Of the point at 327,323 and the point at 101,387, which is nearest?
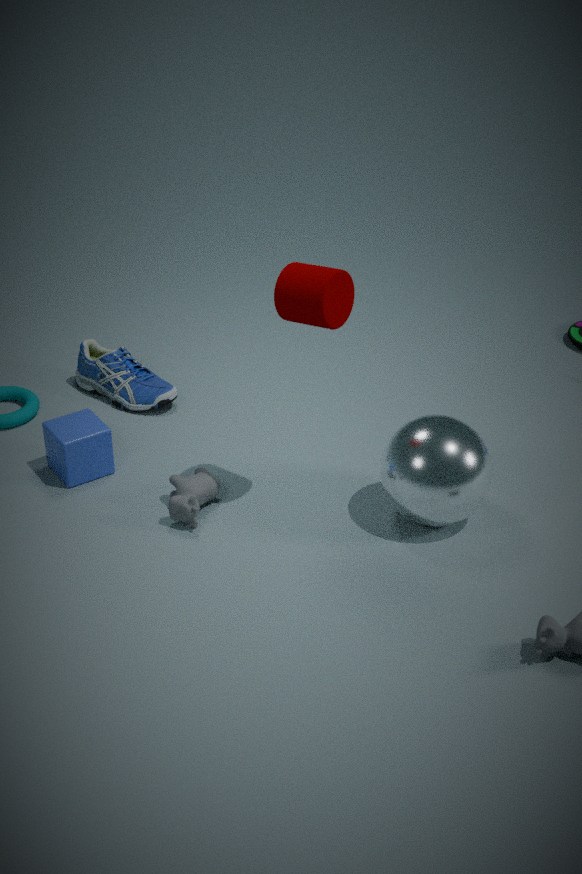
the point at 327,323
